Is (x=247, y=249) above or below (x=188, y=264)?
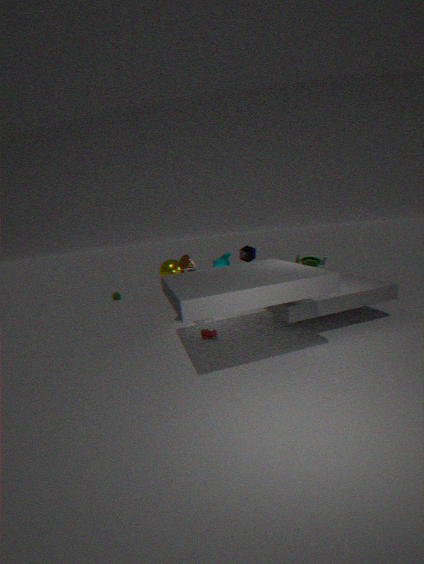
below
